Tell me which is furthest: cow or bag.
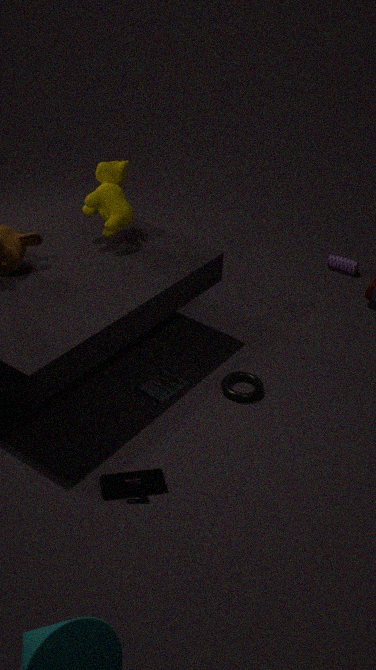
bag
